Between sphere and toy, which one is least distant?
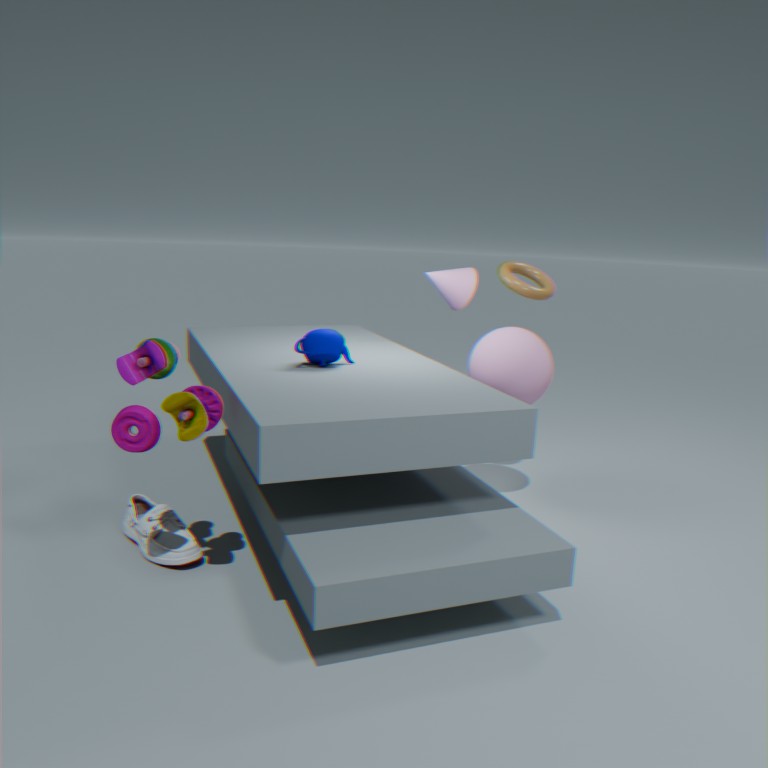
toy
